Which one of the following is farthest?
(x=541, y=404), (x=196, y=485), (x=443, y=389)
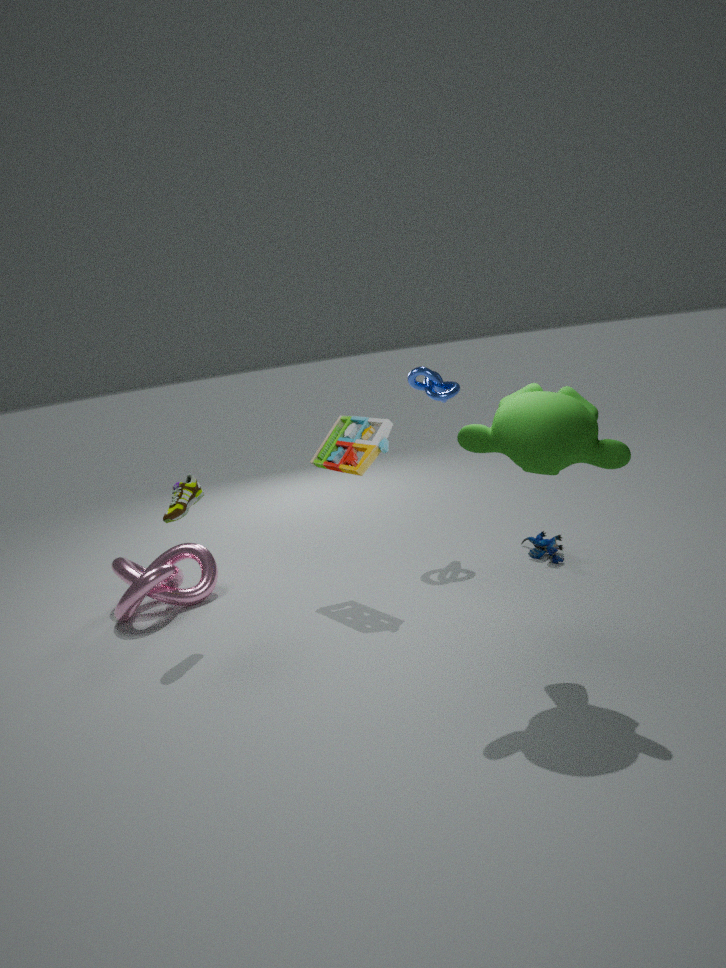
(x=443, y=389)
